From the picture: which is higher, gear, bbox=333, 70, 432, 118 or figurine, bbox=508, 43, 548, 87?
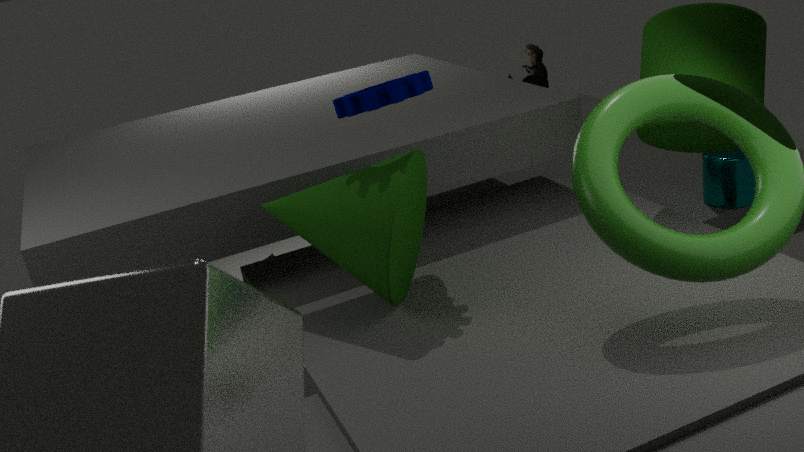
gear, bbox=333, 70, 432, 118
